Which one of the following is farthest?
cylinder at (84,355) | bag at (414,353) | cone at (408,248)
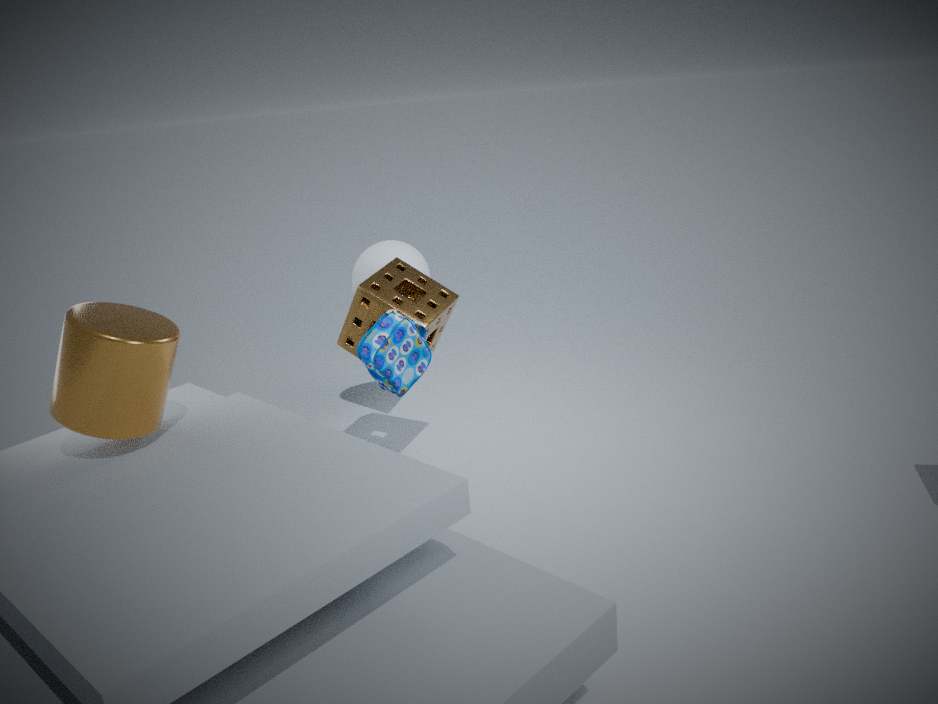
cone at (408,248)
